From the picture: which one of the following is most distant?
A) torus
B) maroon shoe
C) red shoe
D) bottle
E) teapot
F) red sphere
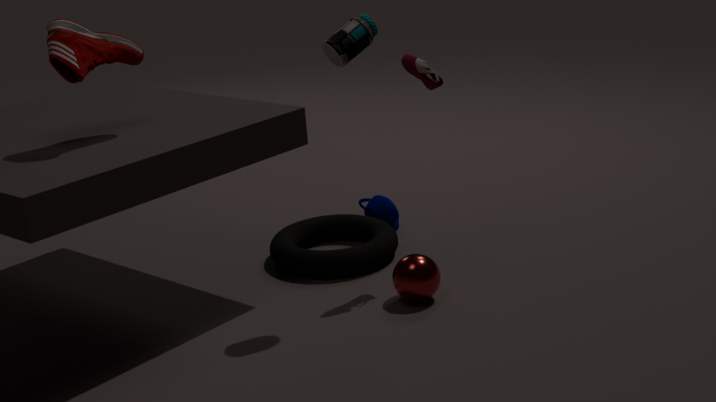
teapot
